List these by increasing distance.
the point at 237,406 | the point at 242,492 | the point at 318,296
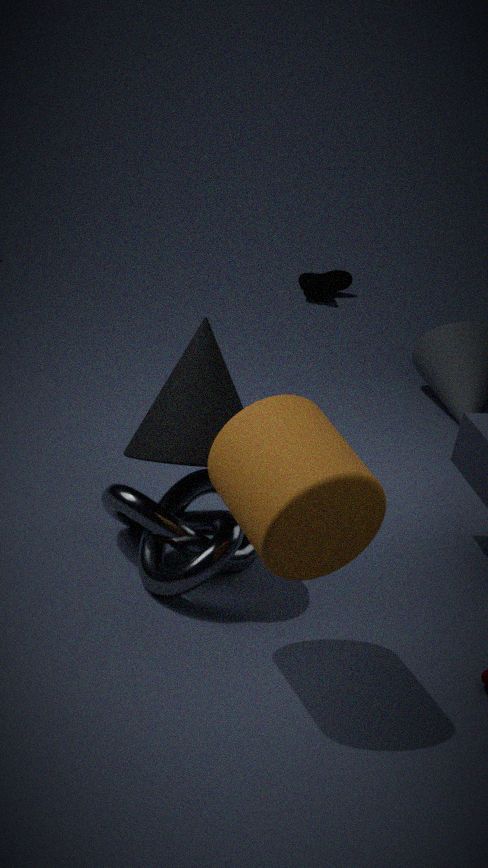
1. the point at 242,492
2. the point at 237,406
3. the point at 318,296
